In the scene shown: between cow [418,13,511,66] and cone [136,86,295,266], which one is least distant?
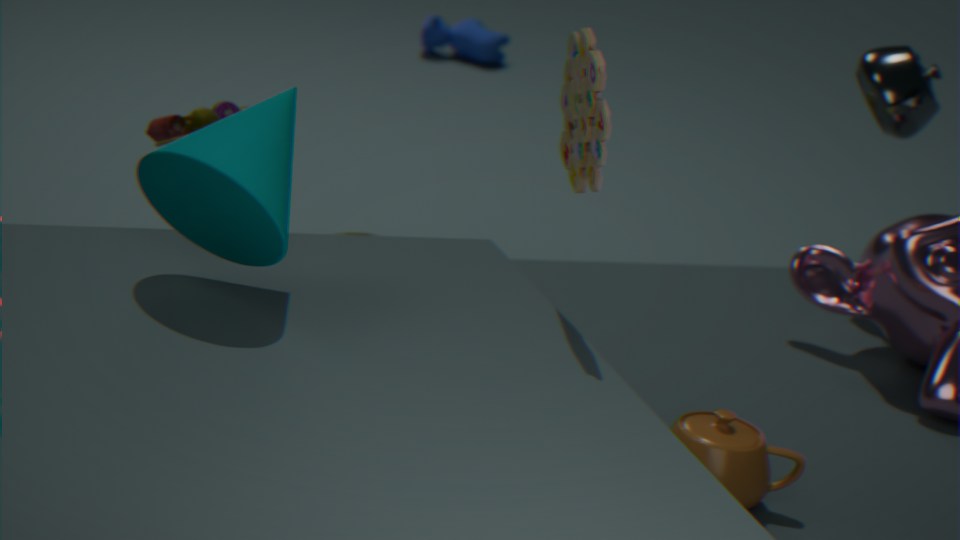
cone [136,86,295,266]
